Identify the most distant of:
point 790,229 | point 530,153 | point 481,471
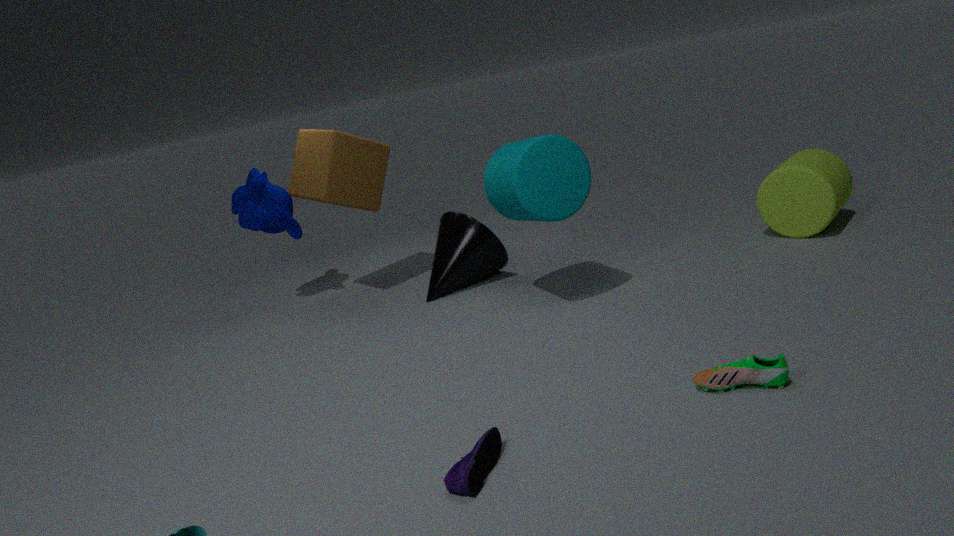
point 790,229
